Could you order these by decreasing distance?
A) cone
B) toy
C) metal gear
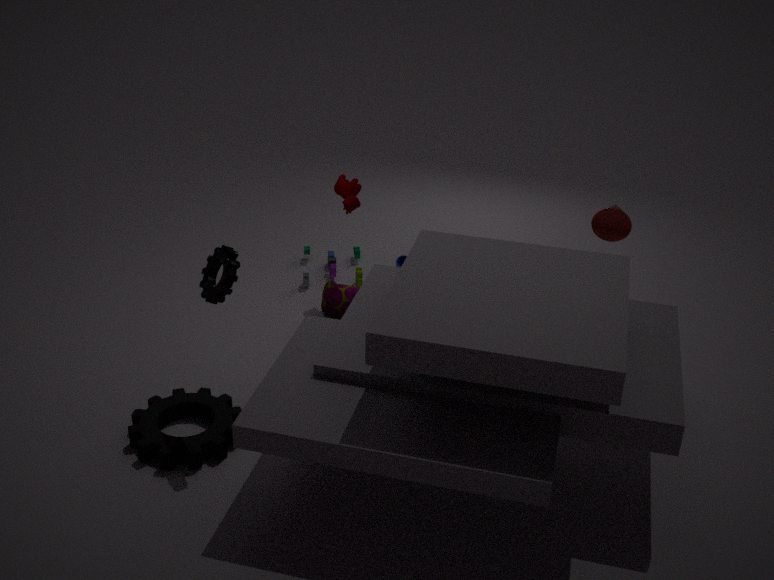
toy → cone → metal gear
